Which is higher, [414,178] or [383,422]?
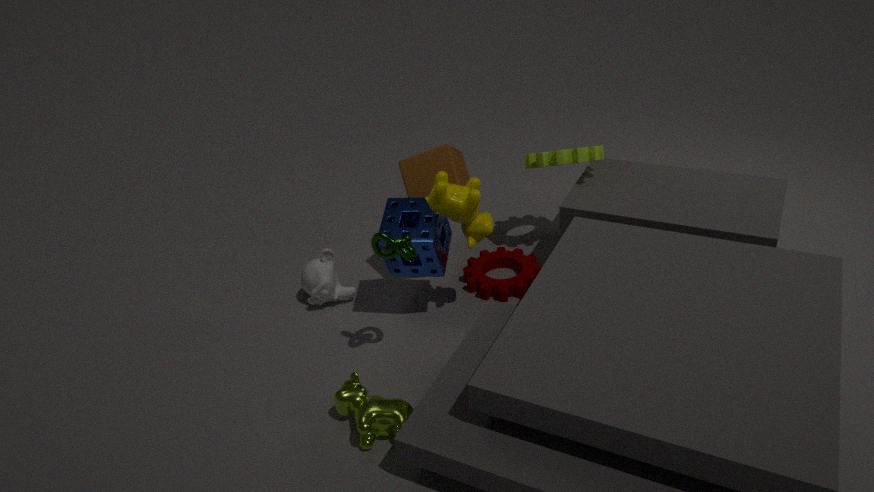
[414,178]
